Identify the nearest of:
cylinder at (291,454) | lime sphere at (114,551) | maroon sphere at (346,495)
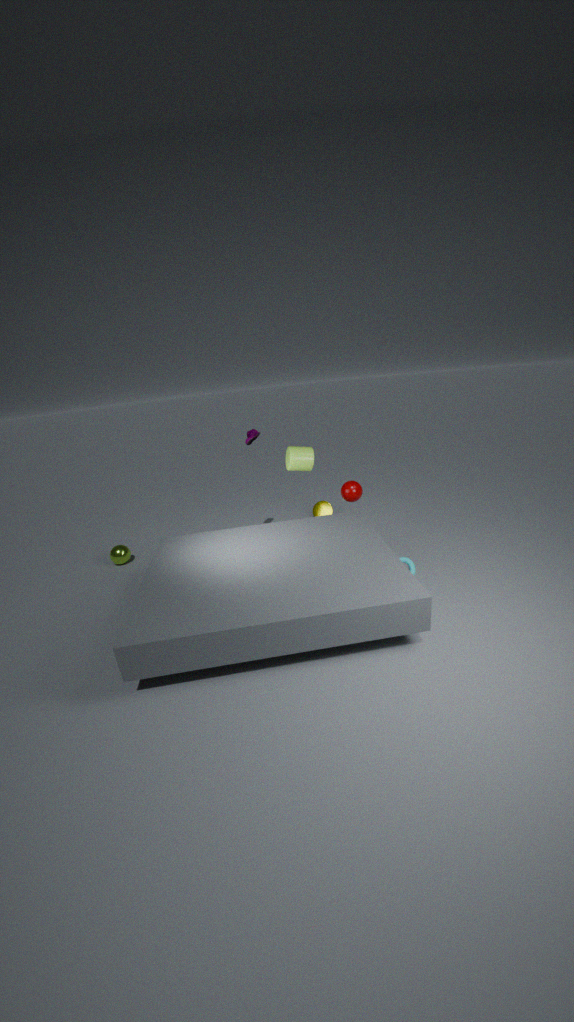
cylinder at (291,454)
